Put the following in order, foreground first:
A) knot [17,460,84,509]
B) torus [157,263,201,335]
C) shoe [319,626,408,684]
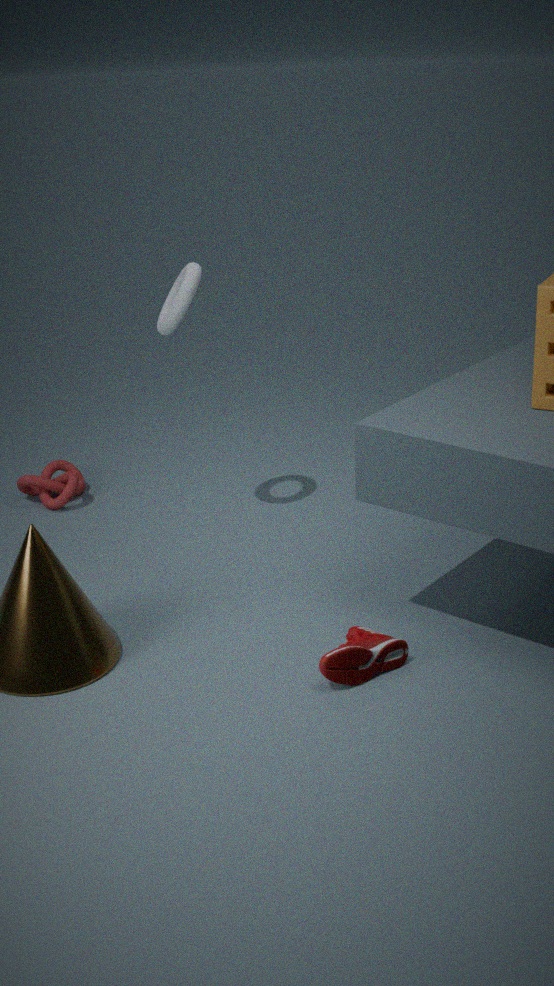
shoe [319,626,408,684] → torus [157,263,201,335] → knot [17,460,84,509]
